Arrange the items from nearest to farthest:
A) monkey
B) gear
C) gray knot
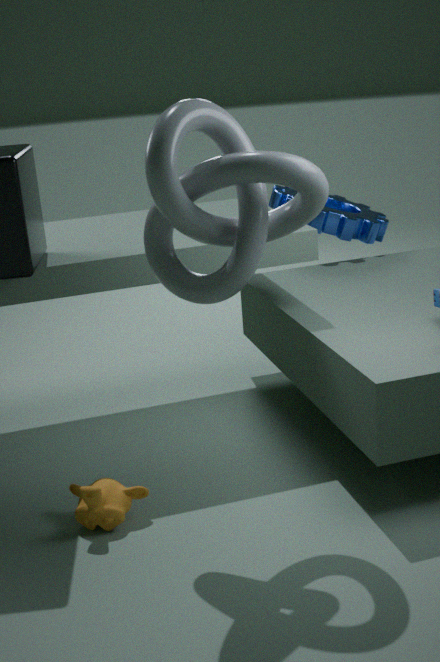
gray knot → monkey → gear
